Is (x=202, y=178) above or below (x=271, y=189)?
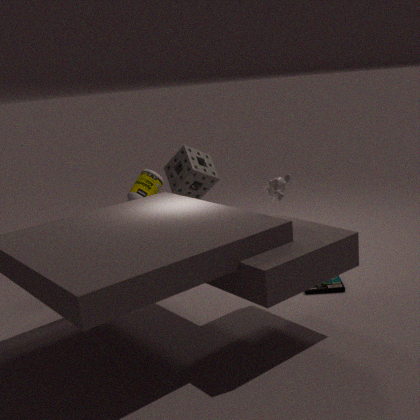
below
